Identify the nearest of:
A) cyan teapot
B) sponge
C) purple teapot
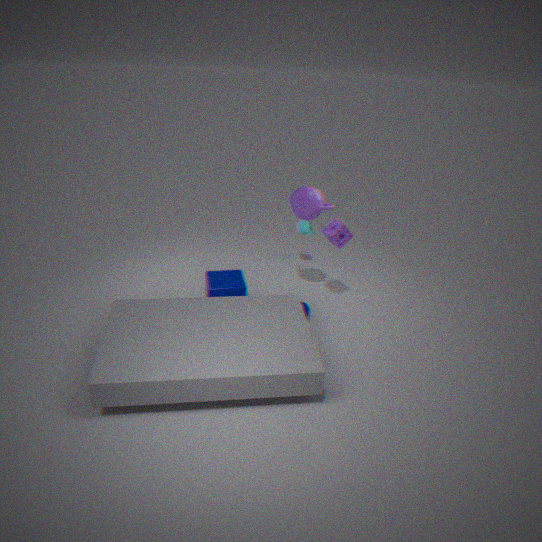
purple teapot
